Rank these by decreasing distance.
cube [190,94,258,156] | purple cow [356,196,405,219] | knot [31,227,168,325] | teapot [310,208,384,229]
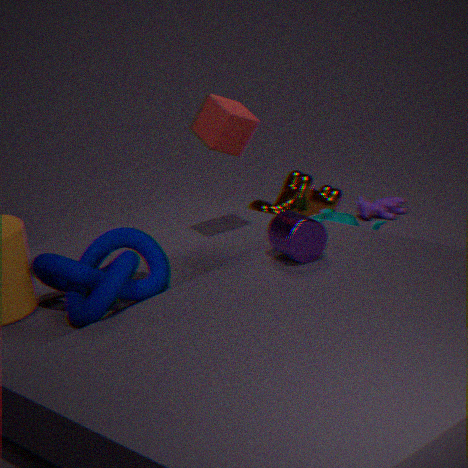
1. purple cow [356,196,405,219]
2. teapot [310,208,384,229]
3. cube [190,94,258,156]
4. knot [31,227,168,325]
